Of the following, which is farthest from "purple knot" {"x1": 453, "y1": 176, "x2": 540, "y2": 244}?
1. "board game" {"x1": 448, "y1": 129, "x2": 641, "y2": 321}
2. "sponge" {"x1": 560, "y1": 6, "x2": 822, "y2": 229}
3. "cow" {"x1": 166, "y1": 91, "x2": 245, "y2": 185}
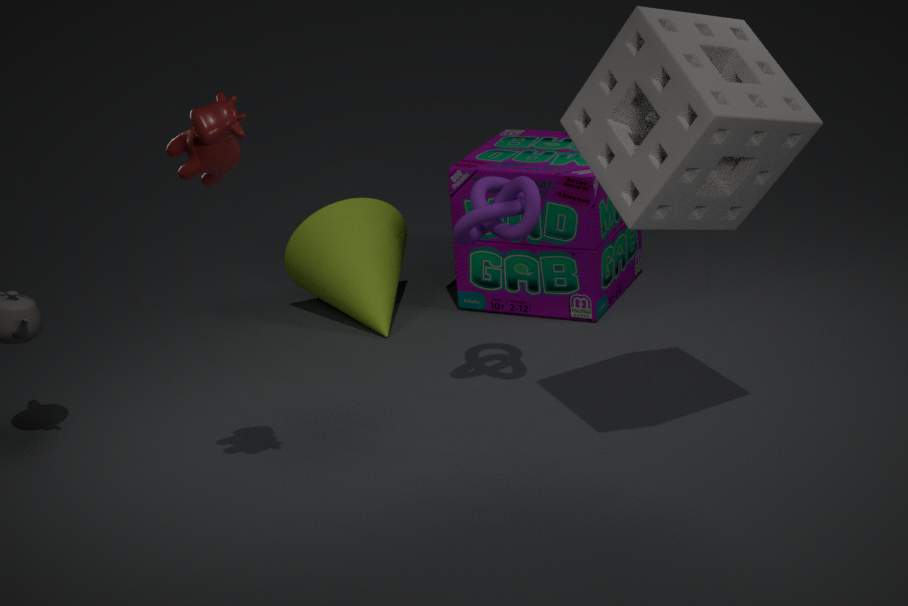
"cow" {"x1": 166, "y1": 91, "x2": 245, "y2": 185}
